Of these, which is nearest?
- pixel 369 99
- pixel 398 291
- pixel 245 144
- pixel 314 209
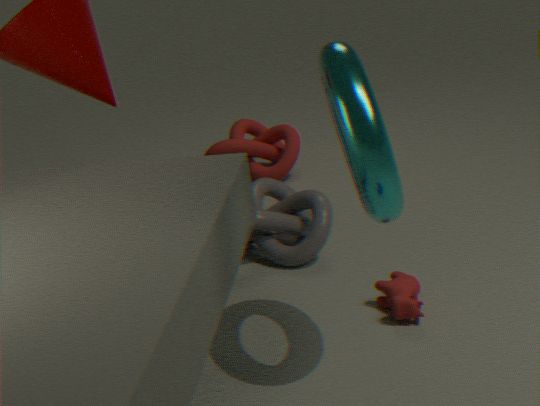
pixel 369 99
